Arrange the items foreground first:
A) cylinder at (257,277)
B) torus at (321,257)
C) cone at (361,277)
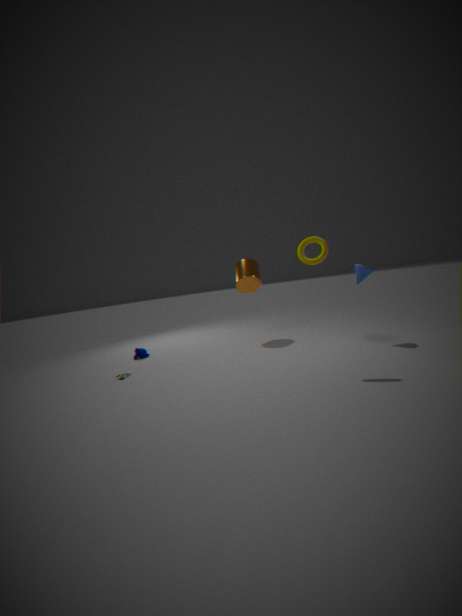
1. torus at (321,257)
2. cone at (361,277)
3. cylinder at (257,277)
